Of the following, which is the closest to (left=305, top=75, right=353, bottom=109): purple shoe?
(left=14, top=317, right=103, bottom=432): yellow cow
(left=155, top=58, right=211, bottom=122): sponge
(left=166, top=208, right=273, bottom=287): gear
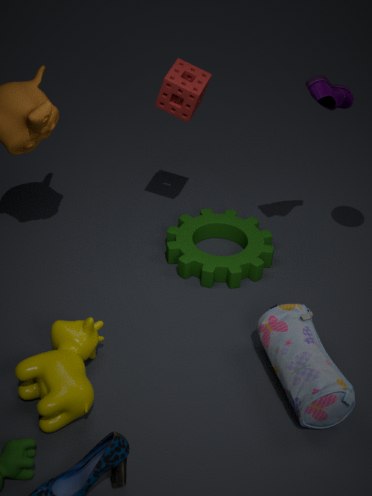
(left=155, top=58, right=211, bottom=122): sponge
